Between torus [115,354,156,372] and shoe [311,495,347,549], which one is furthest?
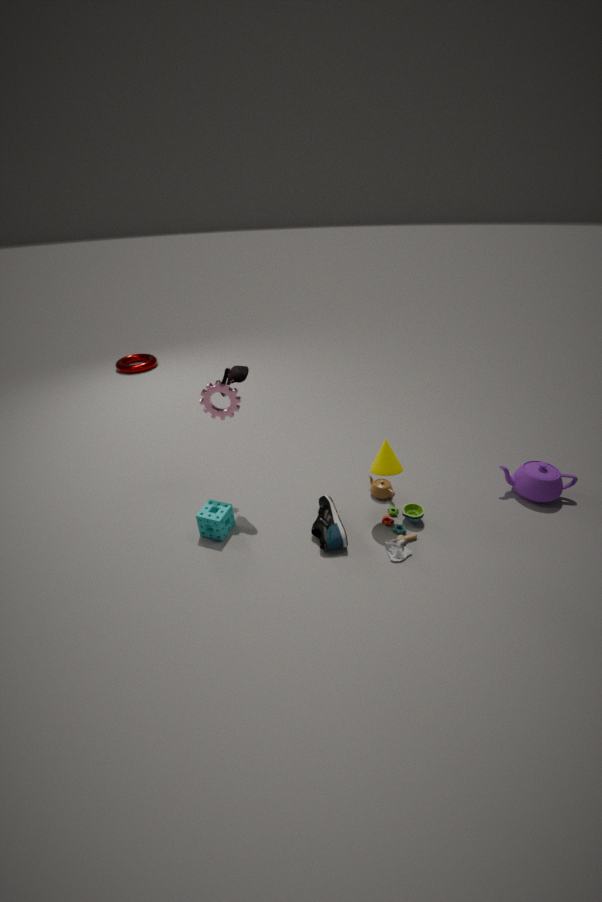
torus [115,354,156,372]
